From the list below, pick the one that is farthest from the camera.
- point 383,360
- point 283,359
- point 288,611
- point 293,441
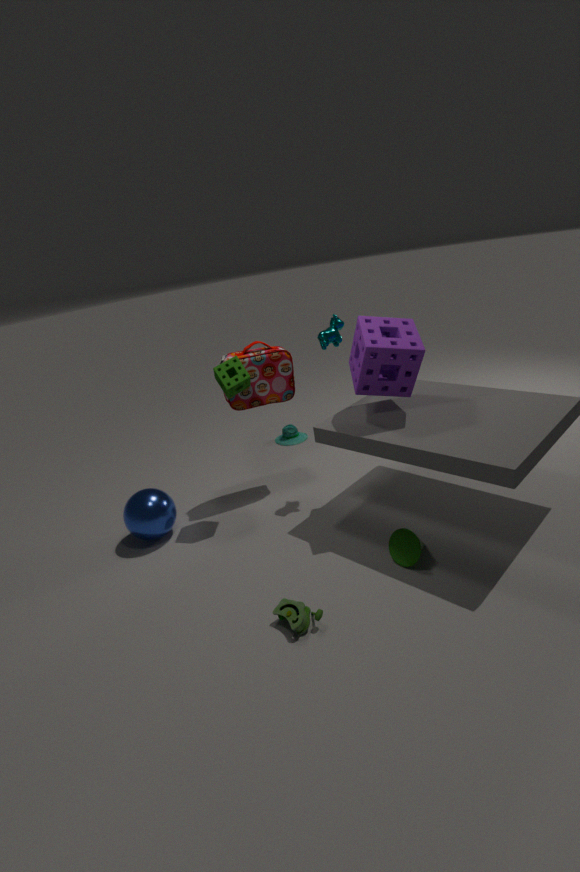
point 293,441
